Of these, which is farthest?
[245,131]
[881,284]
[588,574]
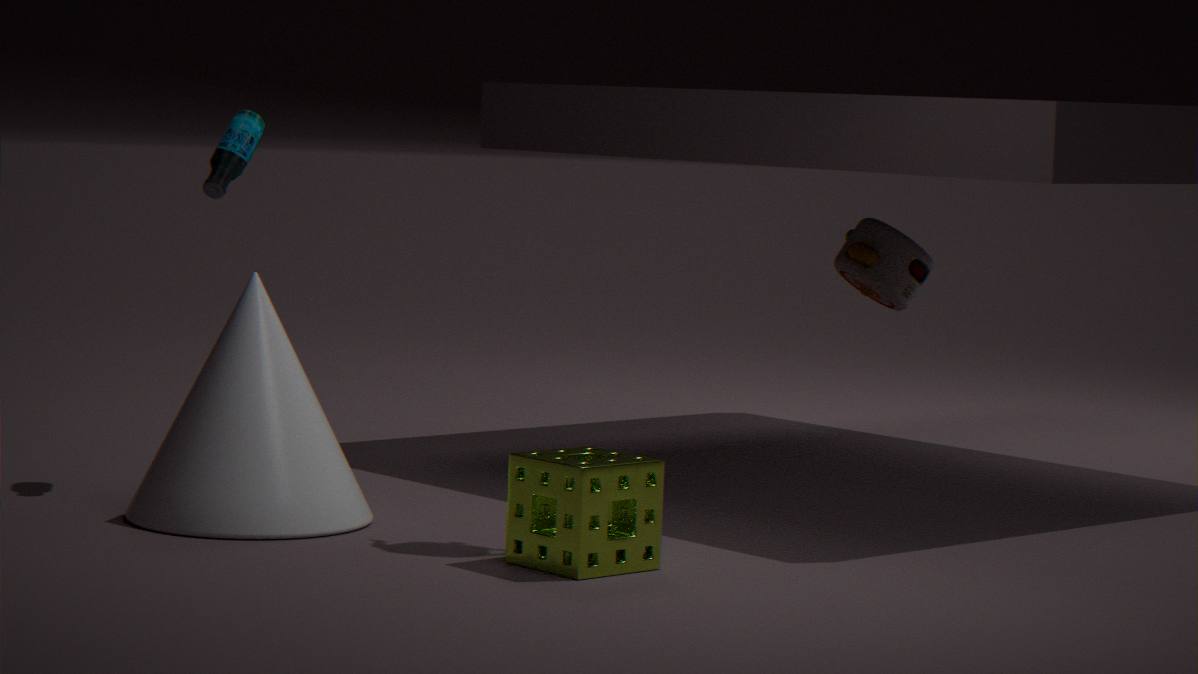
[881,284]
